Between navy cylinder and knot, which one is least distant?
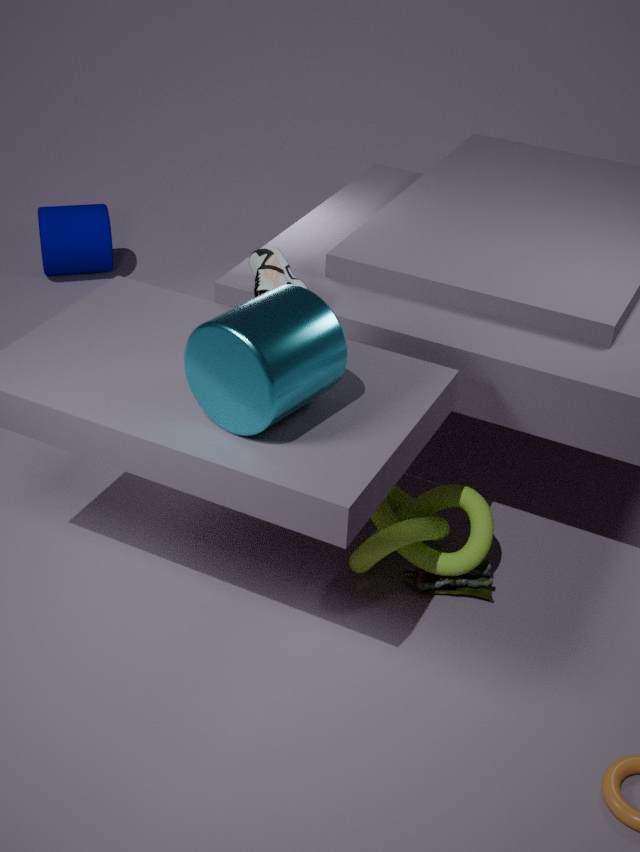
knot
